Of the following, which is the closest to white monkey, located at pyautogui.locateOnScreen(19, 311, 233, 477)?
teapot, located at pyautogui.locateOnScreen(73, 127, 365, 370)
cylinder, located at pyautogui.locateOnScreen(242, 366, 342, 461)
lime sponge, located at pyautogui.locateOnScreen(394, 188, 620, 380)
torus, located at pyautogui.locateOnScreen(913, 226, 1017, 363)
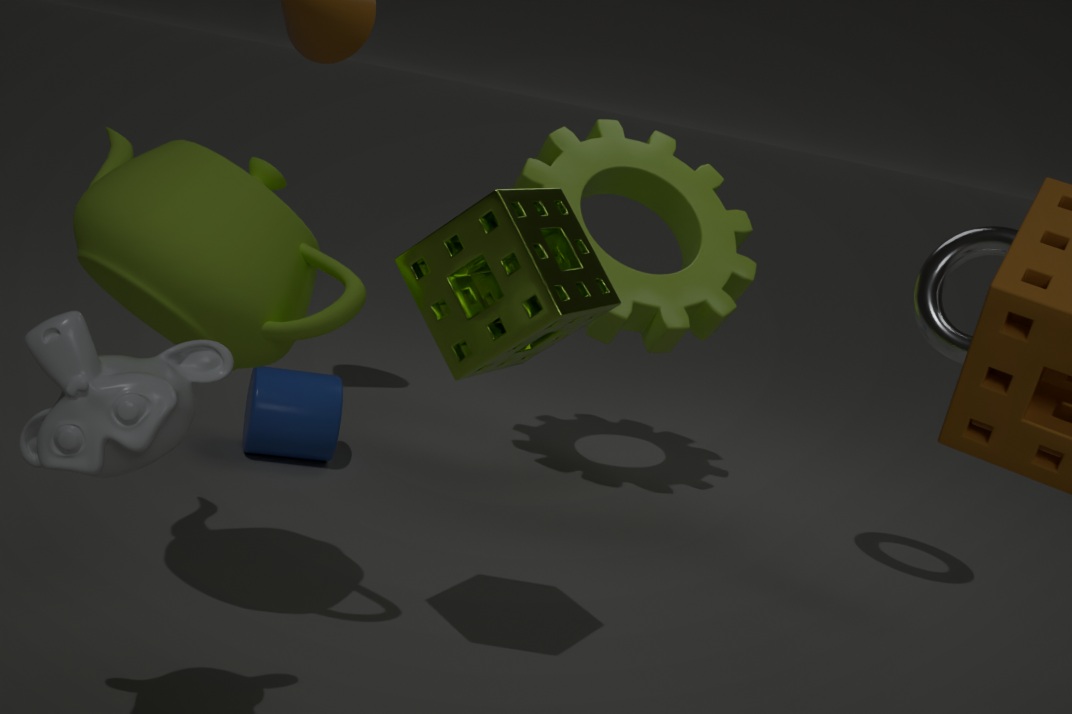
teapot, located at pyautogui.locateOnScreen(73, 127, 365, 370)
